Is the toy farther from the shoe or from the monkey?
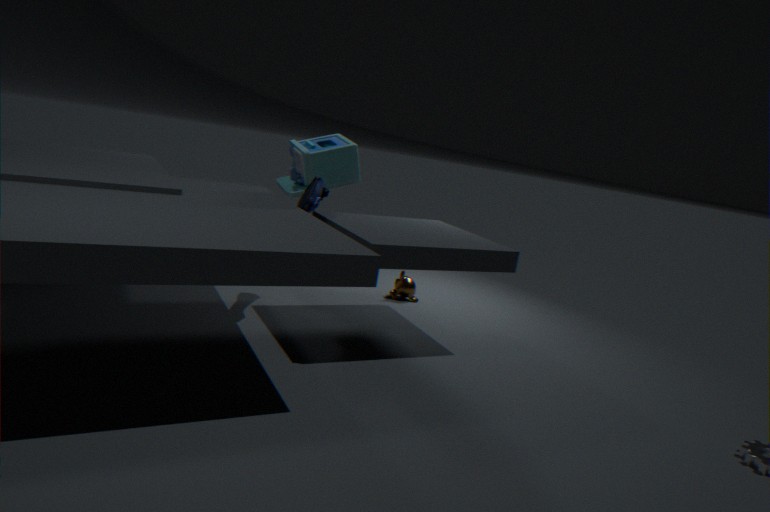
the monkey
